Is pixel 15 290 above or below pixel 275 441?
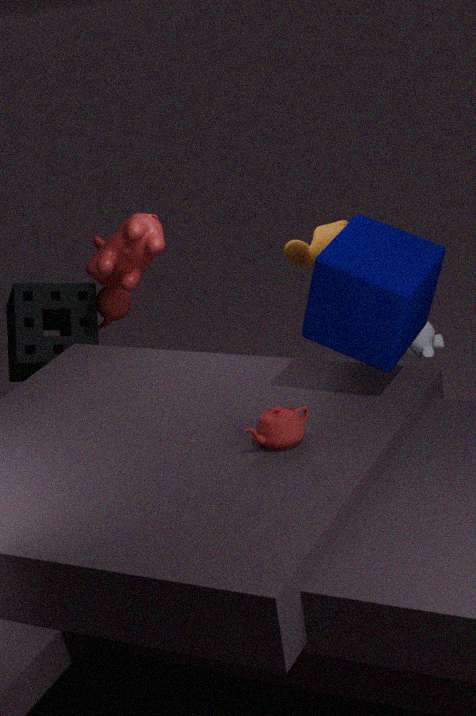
below
